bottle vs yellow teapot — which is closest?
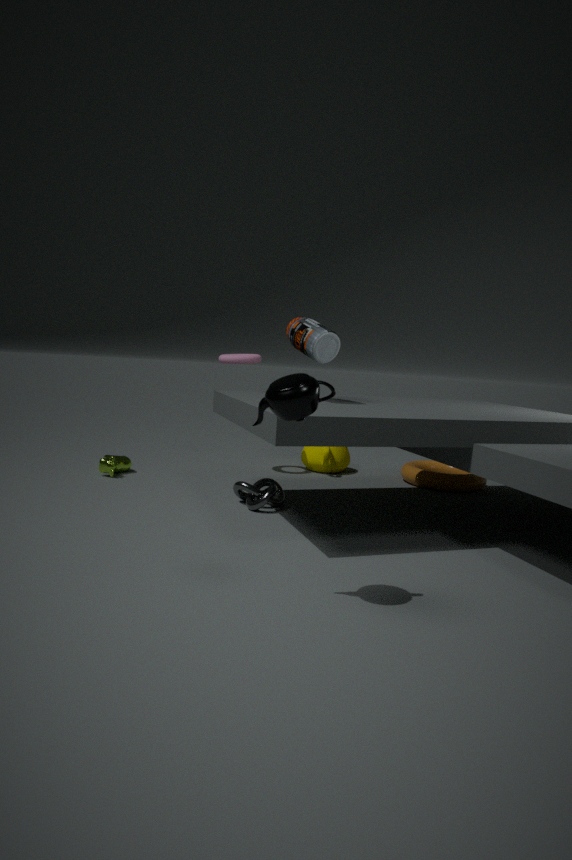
bottle
